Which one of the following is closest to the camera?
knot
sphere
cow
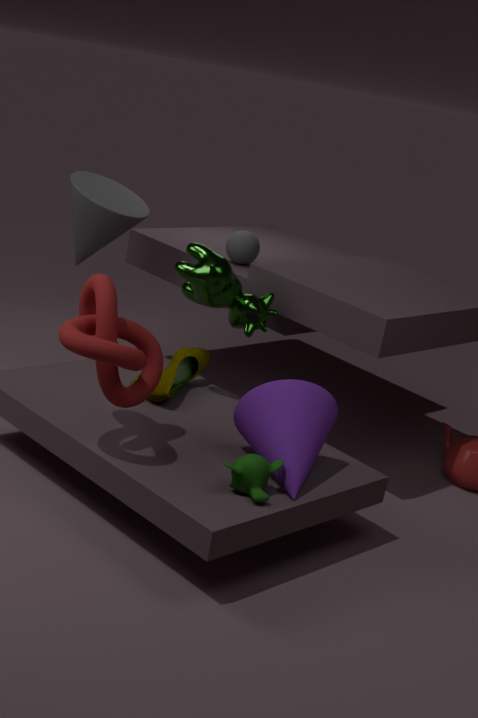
knot
